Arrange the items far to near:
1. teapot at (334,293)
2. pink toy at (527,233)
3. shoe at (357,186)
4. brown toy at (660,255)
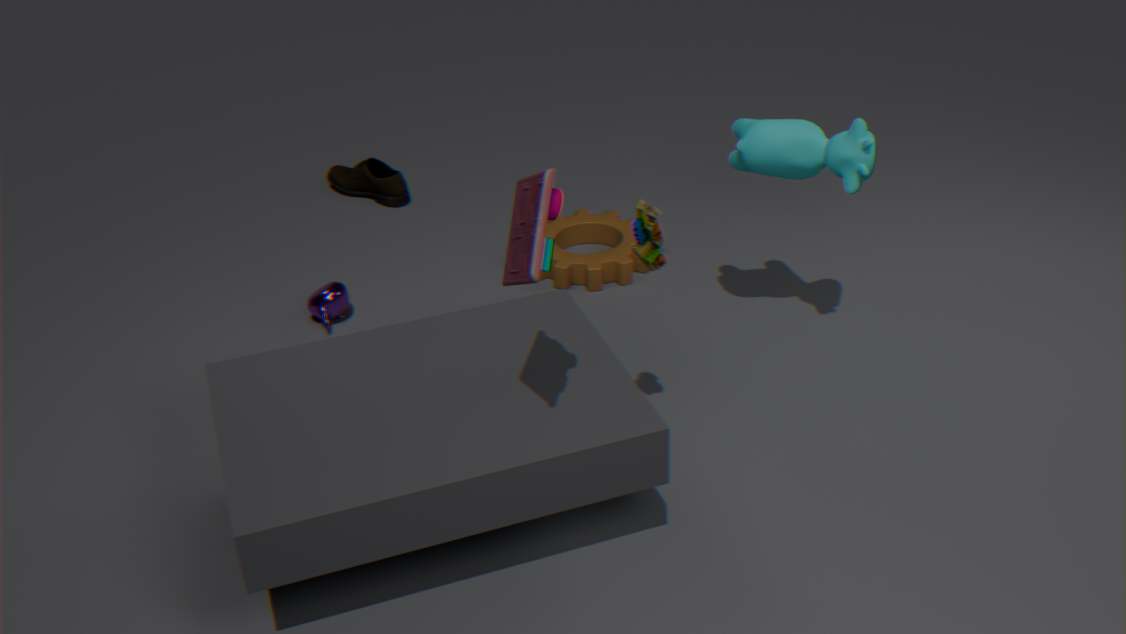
shoe at (357,186)
teapot at (334,293)
brown toy at (660,255)
pink toy at (527,233)
